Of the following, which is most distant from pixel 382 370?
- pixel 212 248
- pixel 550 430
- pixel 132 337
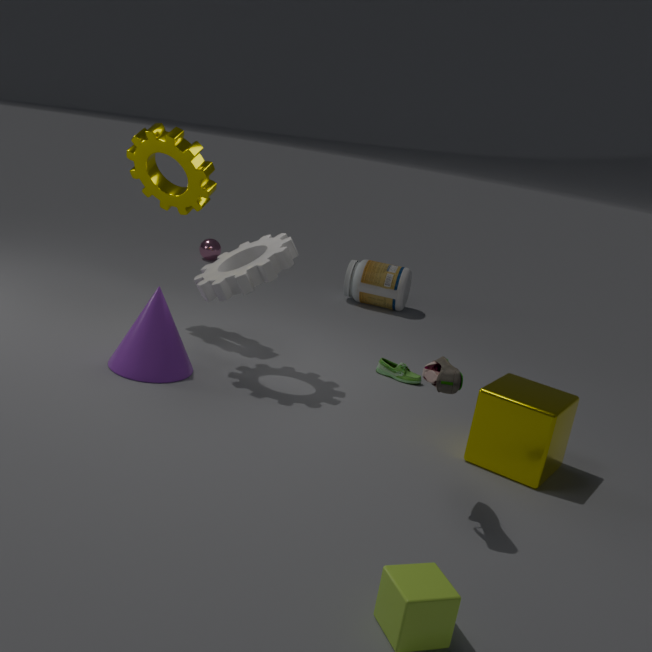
pixel 212 248
